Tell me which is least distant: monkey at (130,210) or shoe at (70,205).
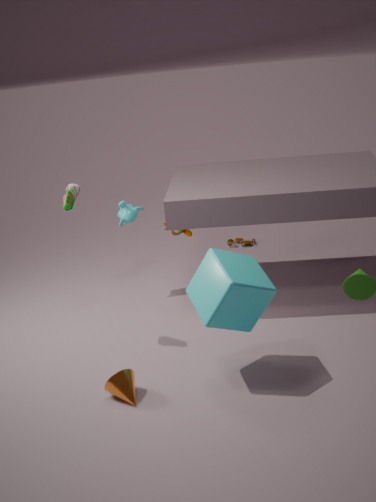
shoe at (70,205)
